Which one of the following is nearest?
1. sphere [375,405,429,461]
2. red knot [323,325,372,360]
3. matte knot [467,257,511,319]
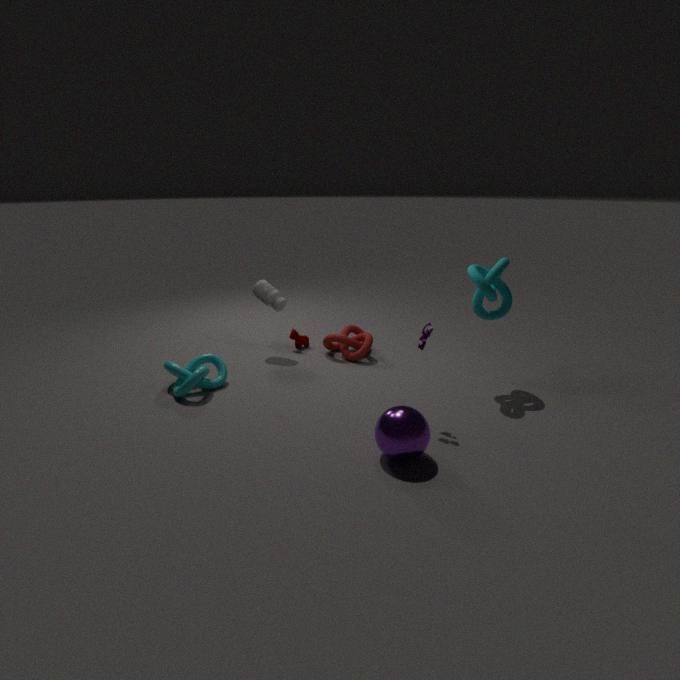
sphere [375,405,429,461]
